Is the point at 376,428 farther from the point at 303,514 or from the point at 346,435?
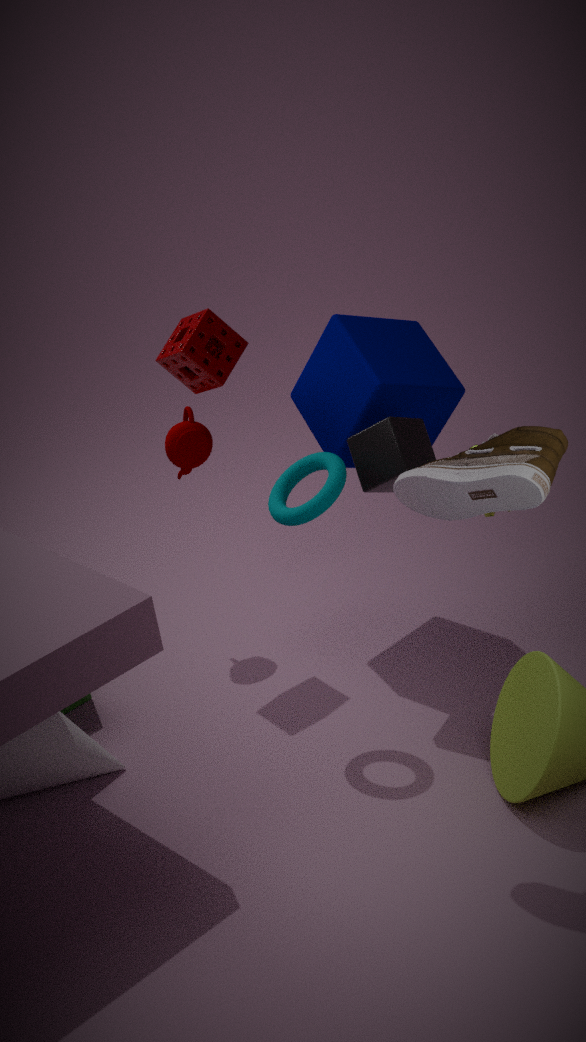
the point at 346,435
